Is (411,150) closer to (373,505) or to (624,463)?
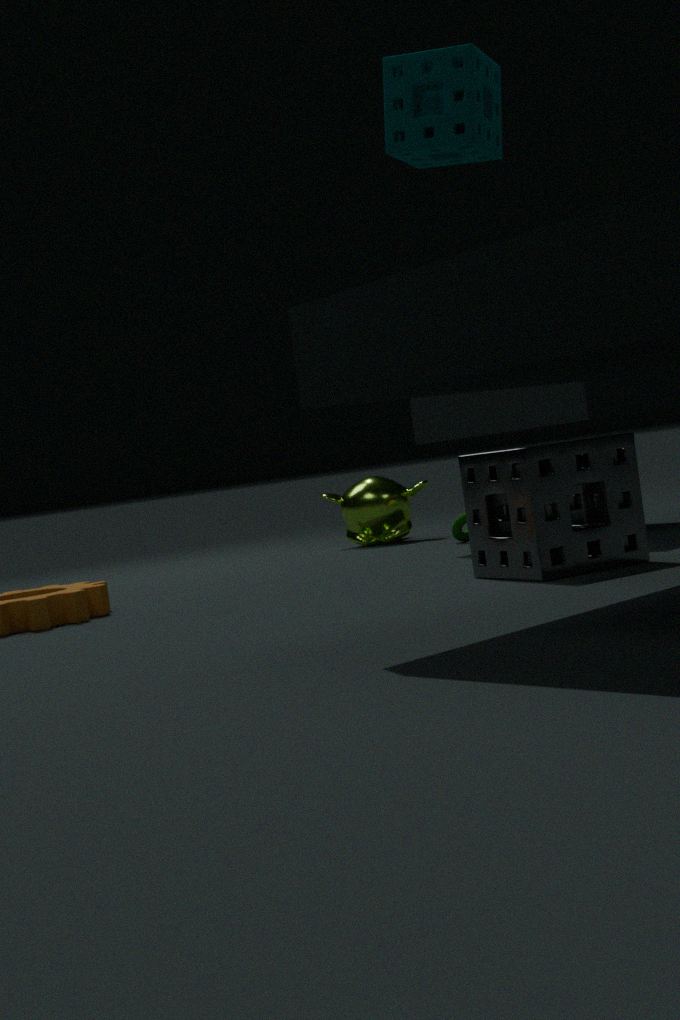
(624,463)
